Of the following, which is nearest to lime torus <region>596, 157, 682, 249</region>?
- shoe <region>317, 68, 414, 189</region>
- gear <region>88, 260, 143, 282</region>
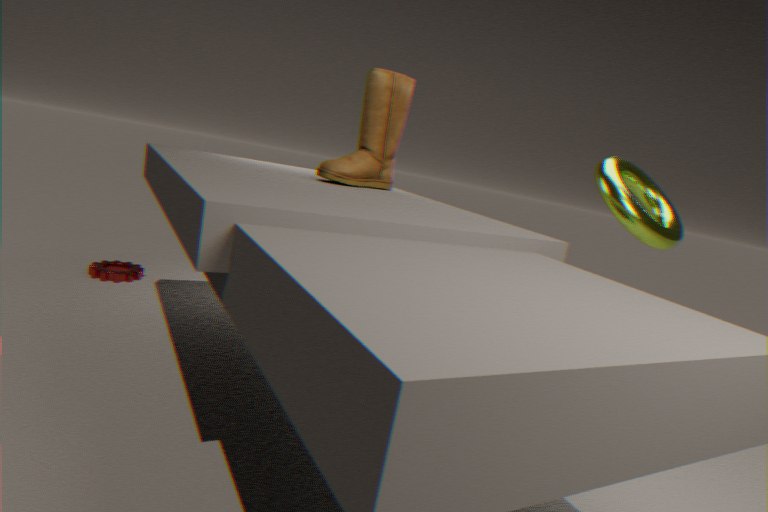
shoe <region>317, 68, 414, 189</region>
